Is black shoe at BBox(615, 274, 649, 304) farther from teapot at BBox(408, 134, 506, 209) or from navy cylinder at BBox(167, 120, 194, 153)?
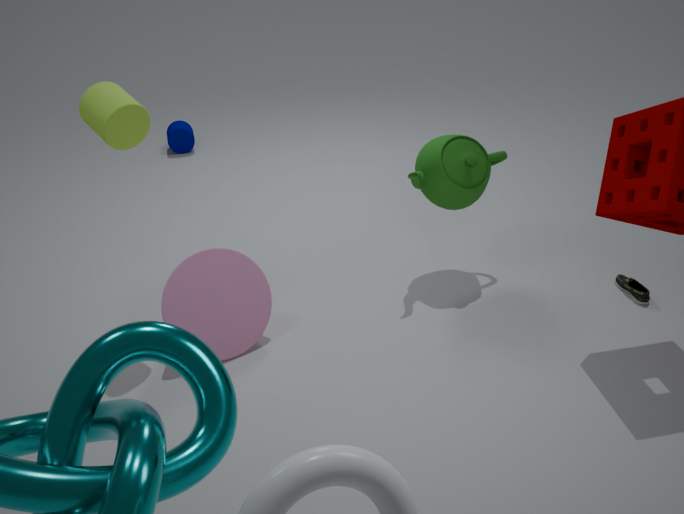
navy cylinder at BBox(167, 120, 194, 153)
